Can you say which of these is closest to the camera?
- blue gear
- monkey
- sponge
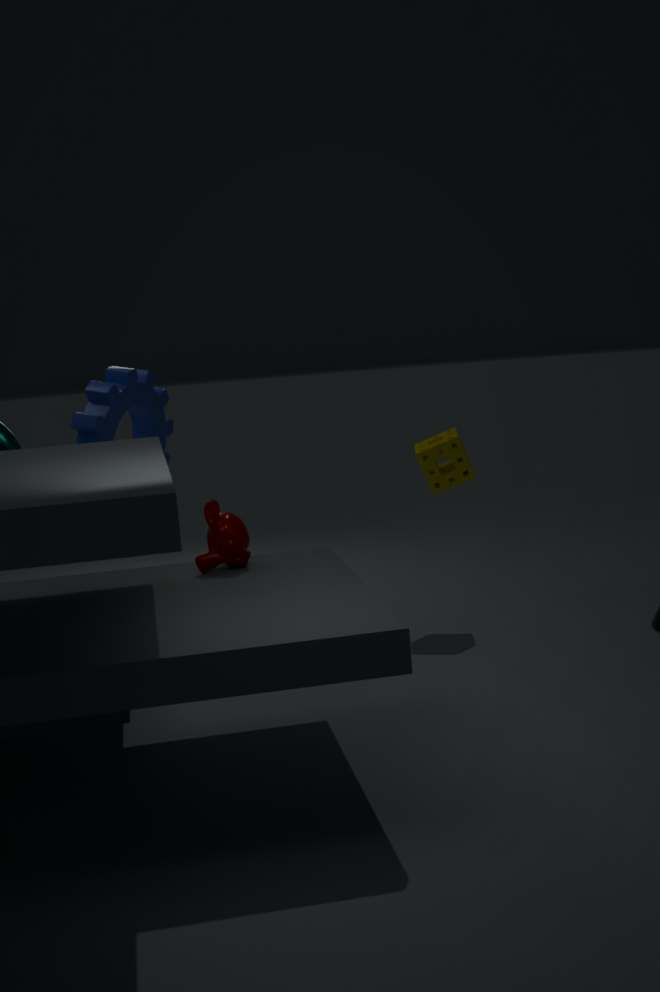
monkey
